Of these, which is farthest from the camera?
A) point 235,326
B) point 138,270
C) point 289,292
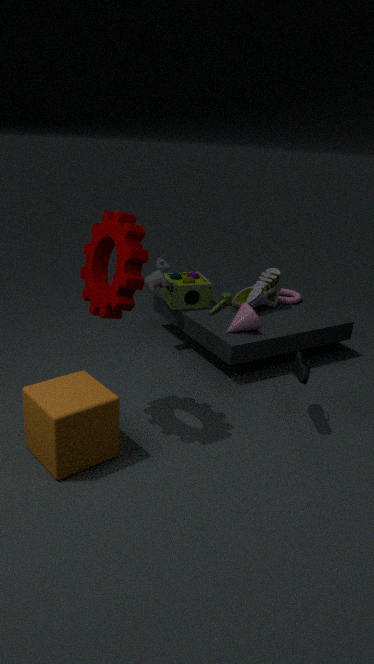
point 289,292
